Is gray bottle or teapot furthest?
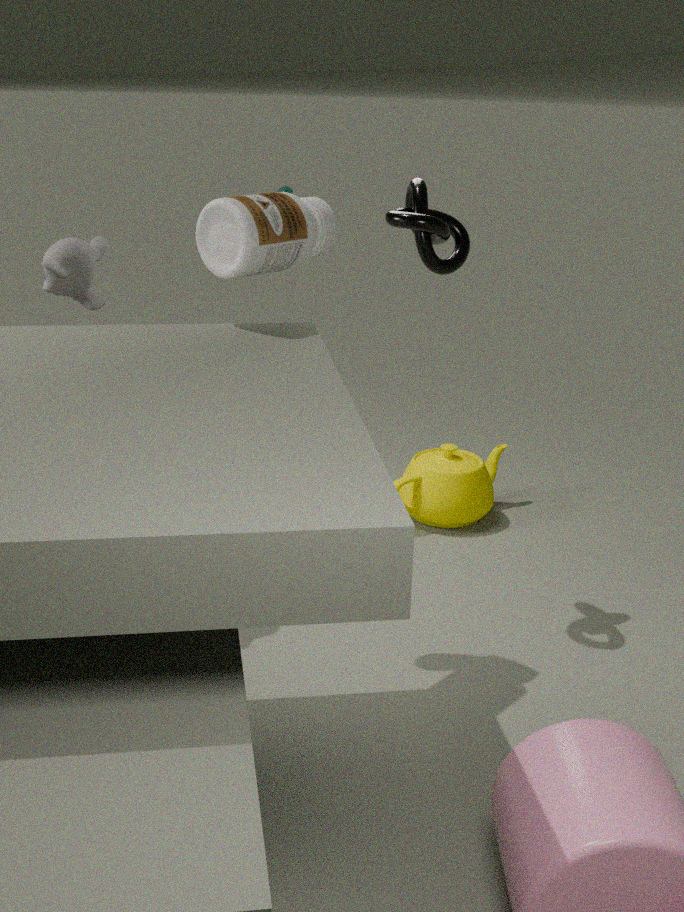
teapot
